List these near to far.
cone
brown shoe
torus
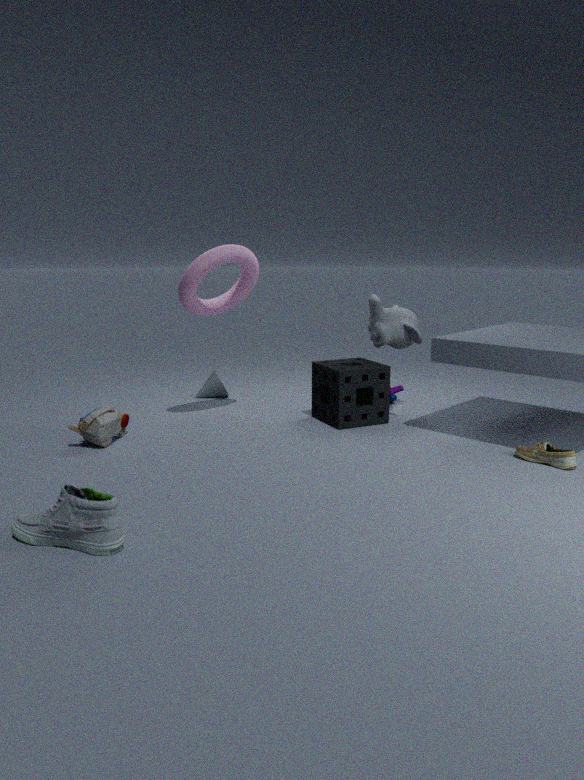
brown shoe < torus < cone
